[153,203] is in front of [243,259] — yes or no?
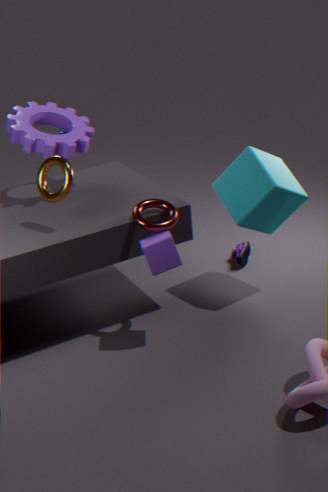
Yes
